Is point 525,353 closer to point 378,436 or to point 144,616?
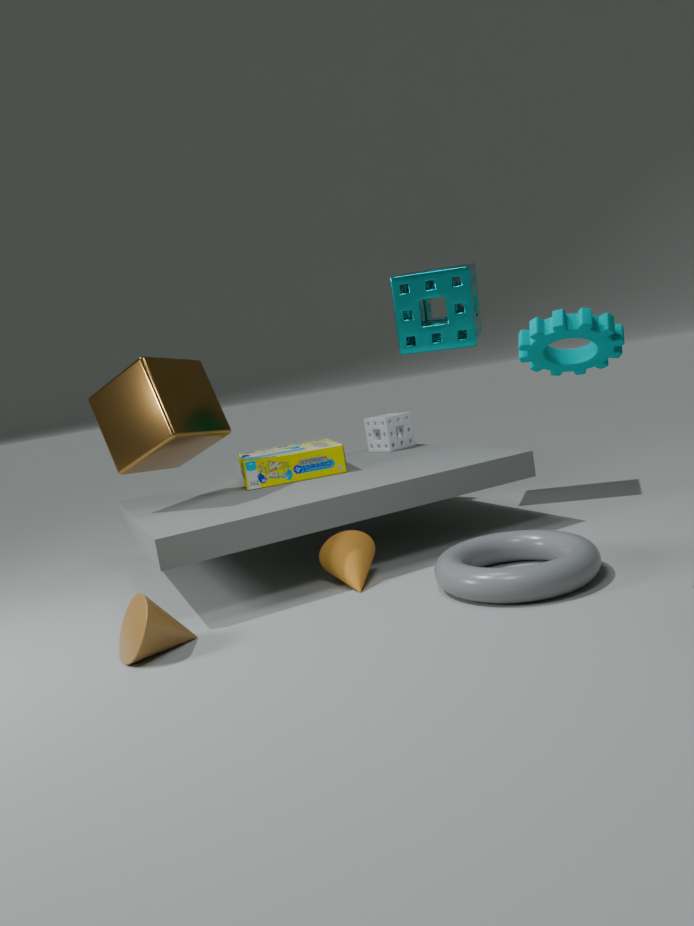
point 144,616
